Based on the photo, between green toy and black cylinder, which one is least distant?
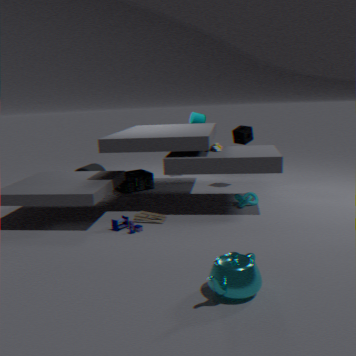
green toy
